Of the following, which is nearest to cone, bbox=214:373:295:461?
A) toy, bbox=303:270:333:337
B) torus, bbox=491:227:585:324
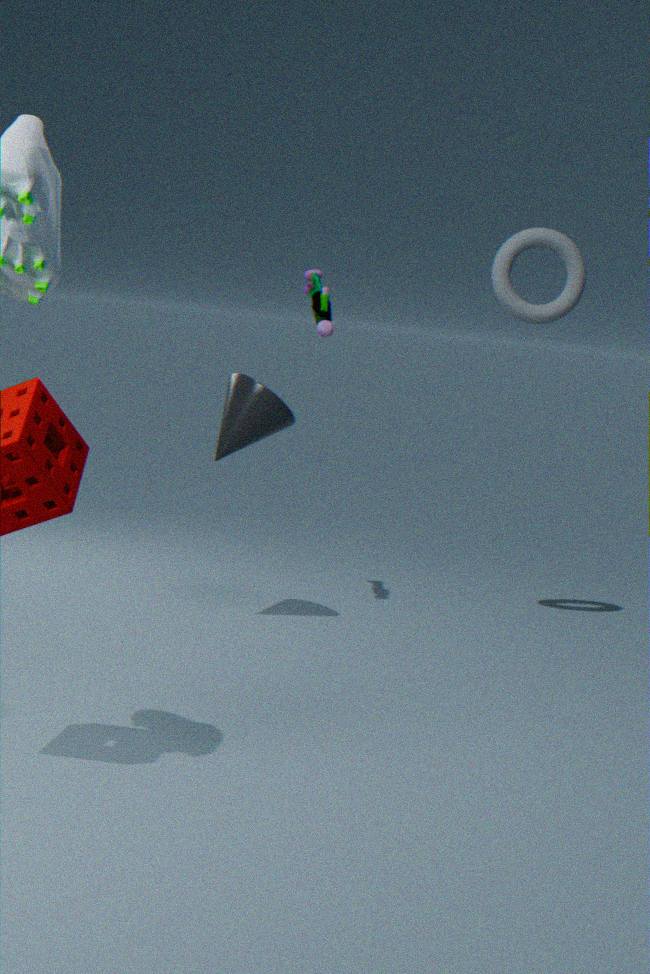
toy, bbox=303:270:333:337
